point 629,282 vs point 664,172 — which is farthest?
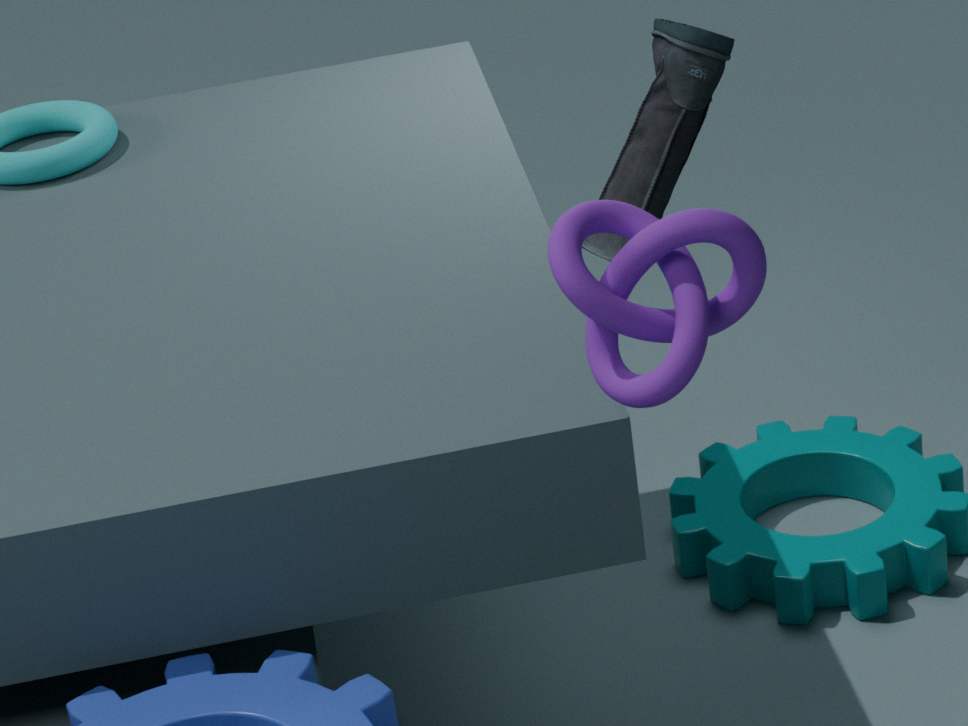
point 664,172
